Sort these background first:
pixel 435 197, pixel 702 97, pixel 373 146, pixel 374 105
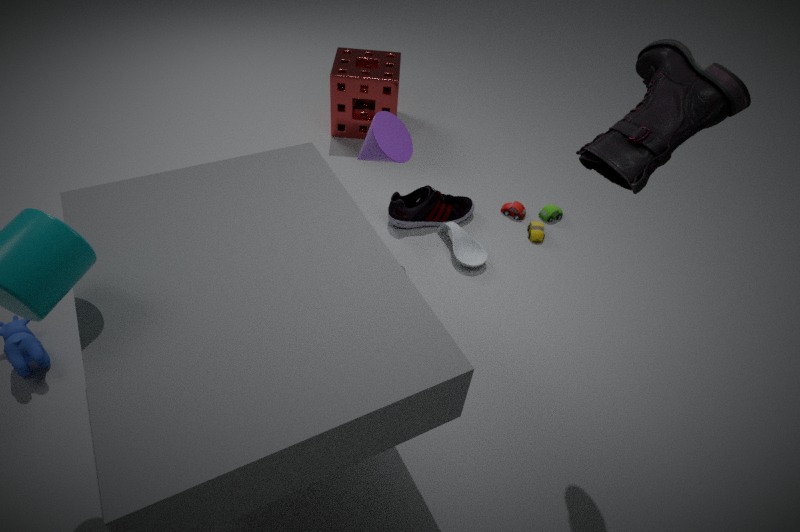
pixel 374 105 < pixel 435 197 < pixel 373 146 < pixel 702 97
